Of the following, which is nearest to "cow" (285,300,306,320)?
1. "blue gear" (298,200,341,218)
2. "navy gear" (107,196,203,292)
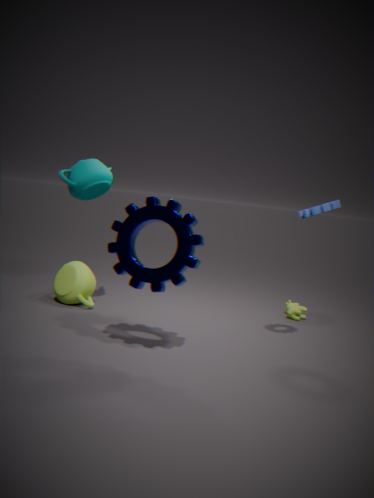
"blue gear" (298,200,341,218)
